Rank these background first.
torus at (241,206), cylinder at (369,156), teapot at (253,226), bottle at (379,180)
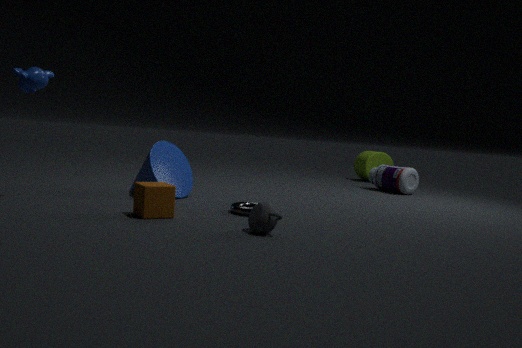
cylinder at (369,156) → bottle at (379,180) → torus at (241,206) → teapot at (253,226)
